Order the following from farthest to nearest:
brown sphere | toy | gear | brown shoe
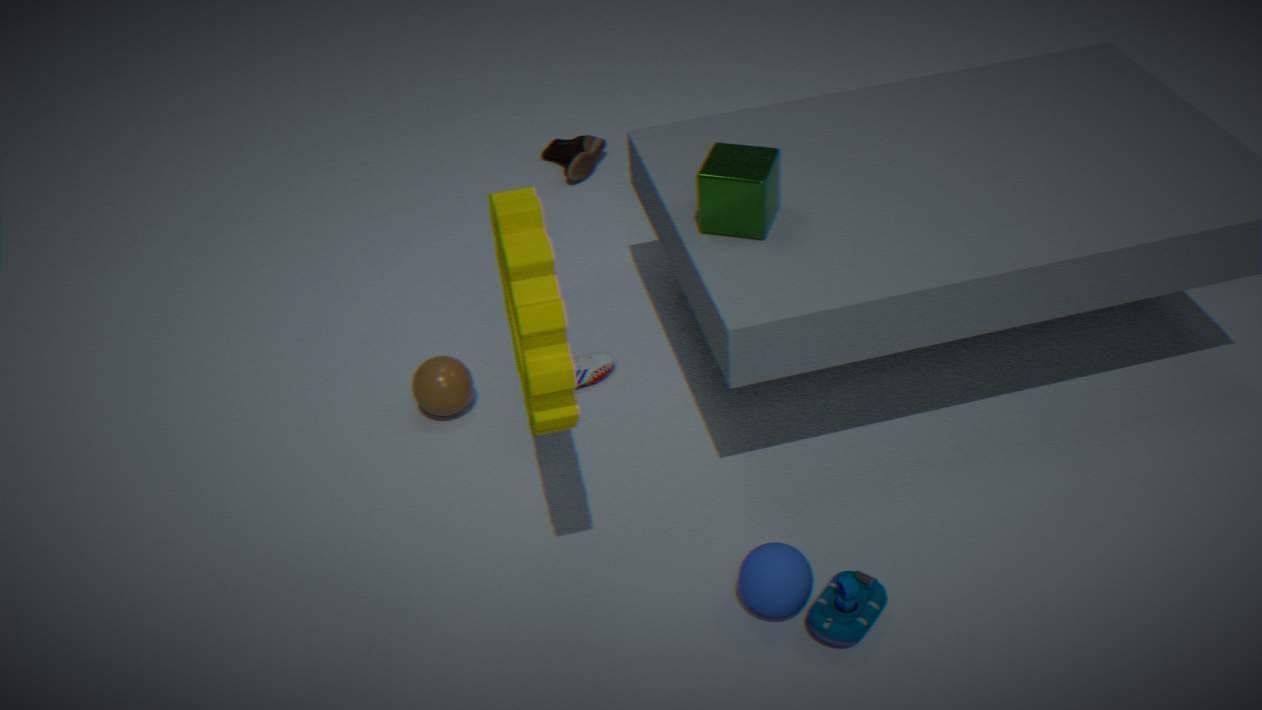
brown shoe < brown sphere < toy < gear
